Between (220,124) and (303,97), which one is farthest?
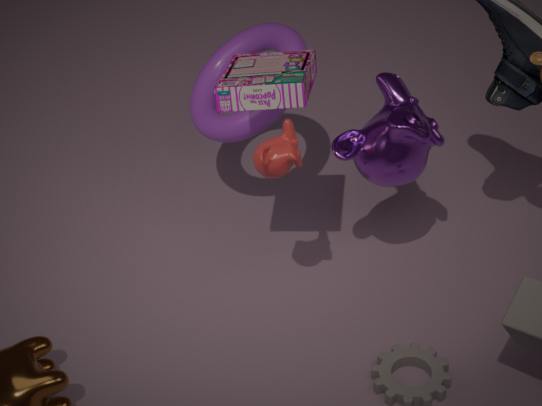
(220,124)
